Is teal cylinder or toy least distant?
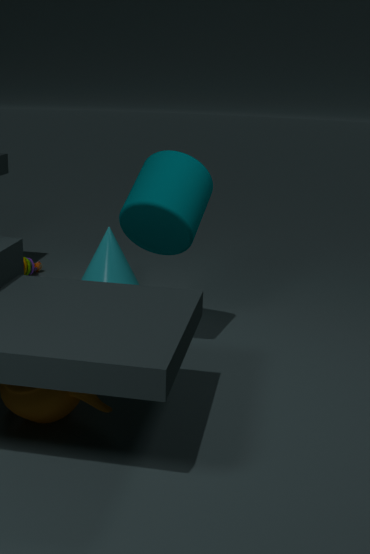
teal cylinder
